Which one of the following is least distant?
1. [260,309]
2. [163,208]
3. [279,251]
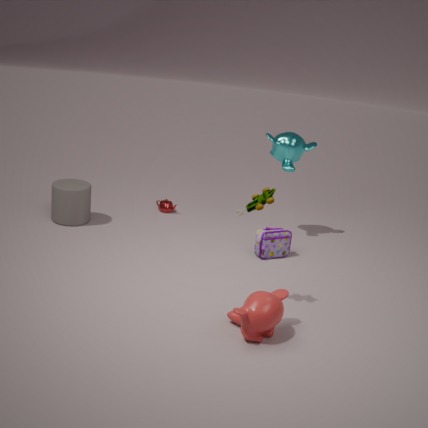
[260,309]
